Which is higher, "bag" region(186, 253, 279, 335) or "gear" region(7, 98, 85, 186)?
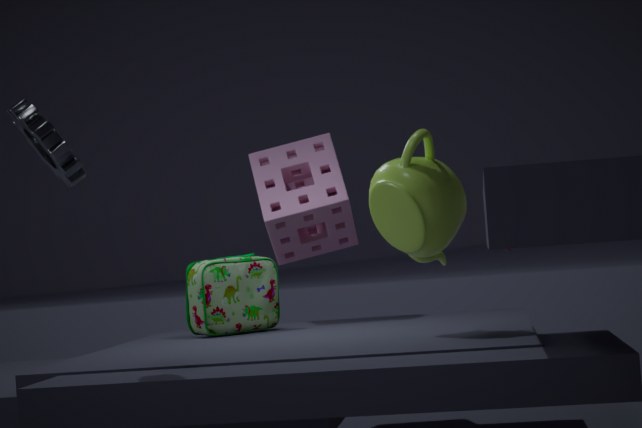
"gear" region(7, 98, 85, 186)
